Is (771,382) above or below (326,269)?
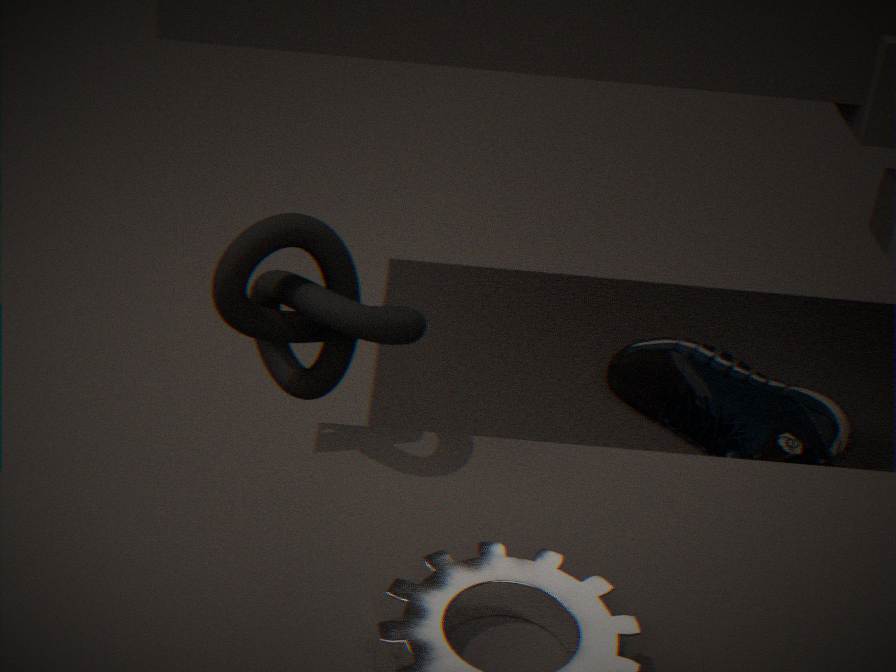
below
